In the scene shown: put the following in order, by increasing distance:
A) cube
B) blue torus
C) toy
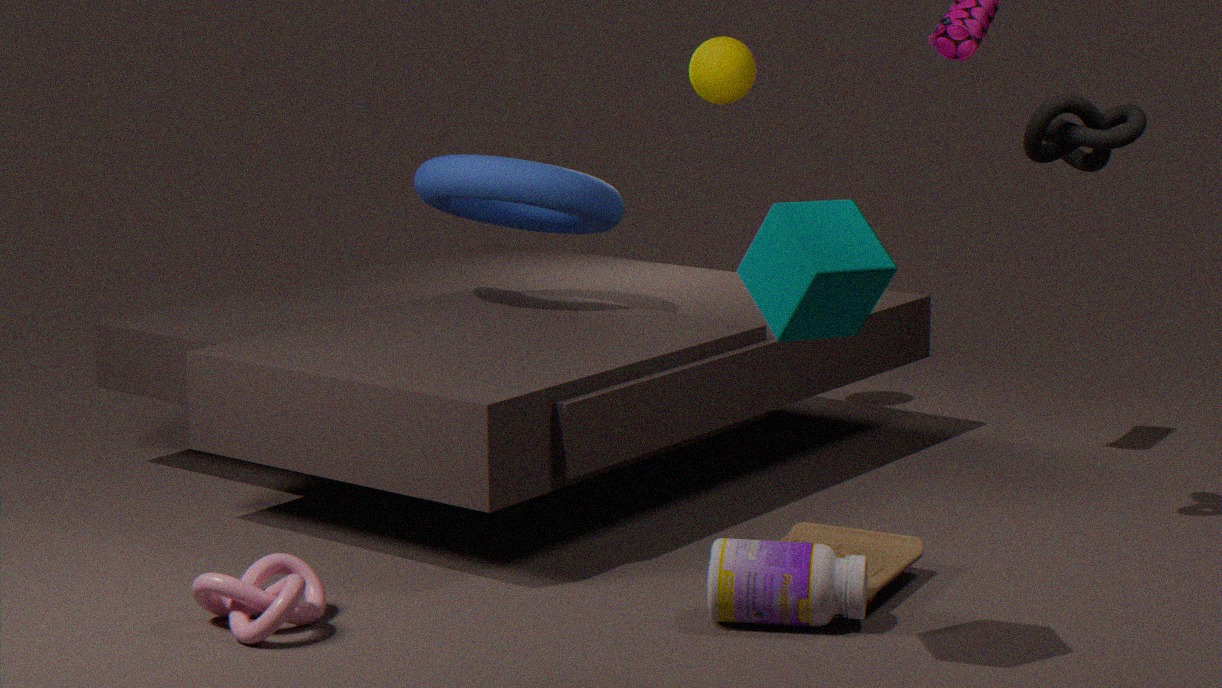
cube
toy
blue torus
